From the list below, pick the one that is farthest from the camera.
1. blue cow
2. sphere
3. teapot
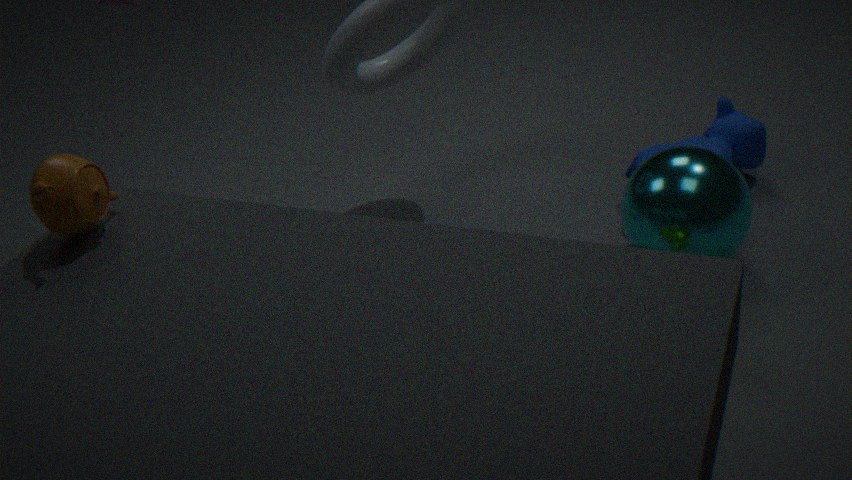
blue cow
